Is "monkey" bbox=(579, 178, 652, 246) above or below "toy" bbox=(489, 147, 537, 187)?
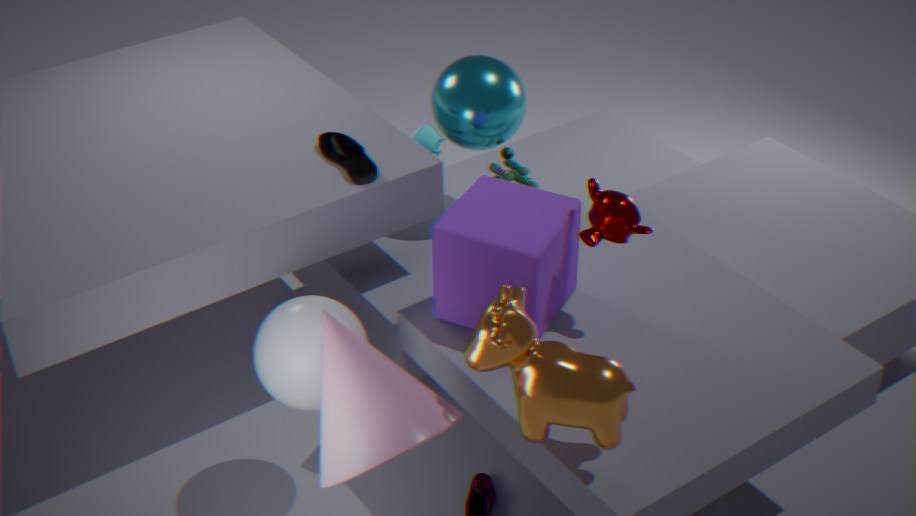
above
